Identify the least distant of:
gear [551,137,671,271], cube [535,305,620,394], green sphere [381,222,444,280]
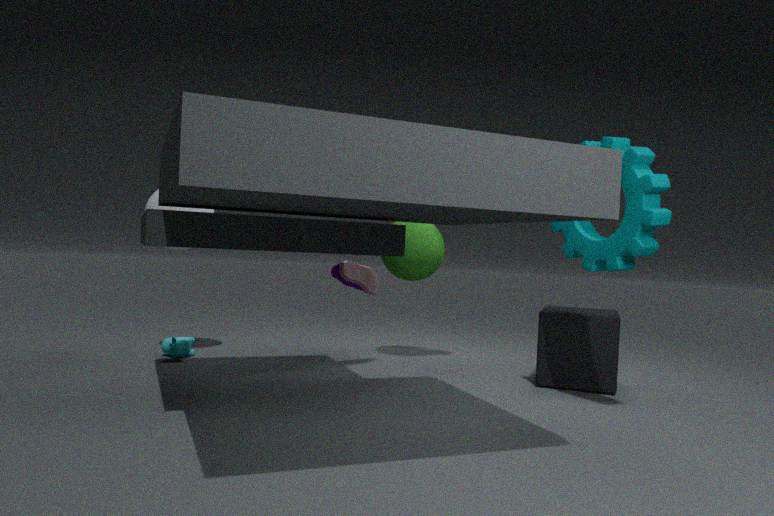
gear [551,137,671,271]
